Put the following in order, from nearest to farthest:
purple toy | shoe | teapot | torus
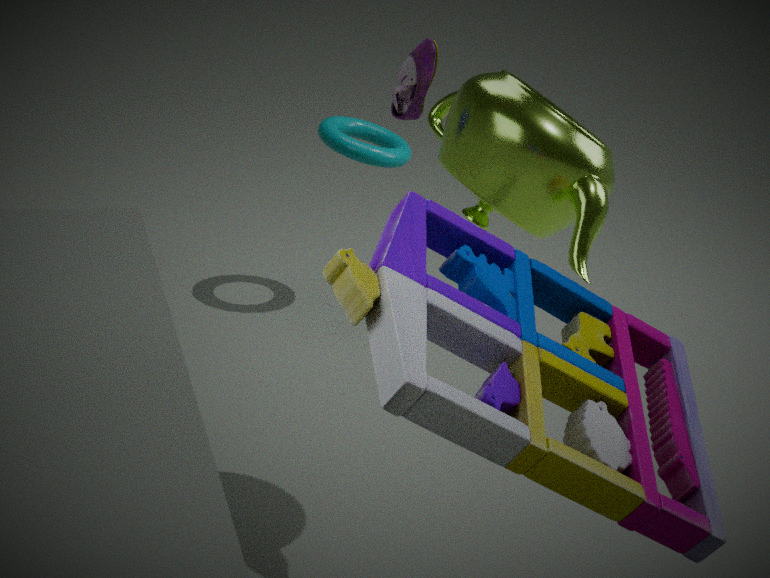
purple toy, teapot, shoe, torus
